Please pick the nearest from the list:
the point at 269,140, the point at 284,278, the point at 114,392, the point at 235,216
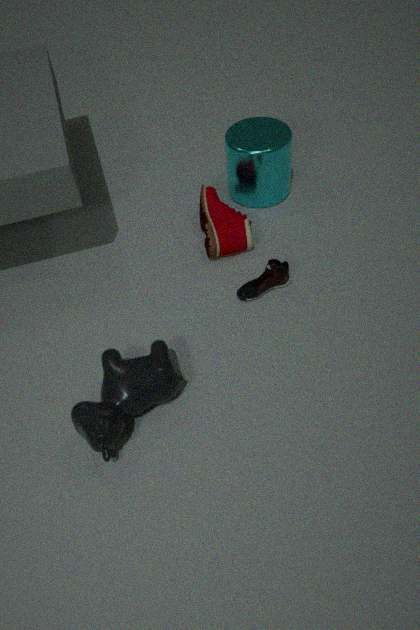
the point at 114,392
